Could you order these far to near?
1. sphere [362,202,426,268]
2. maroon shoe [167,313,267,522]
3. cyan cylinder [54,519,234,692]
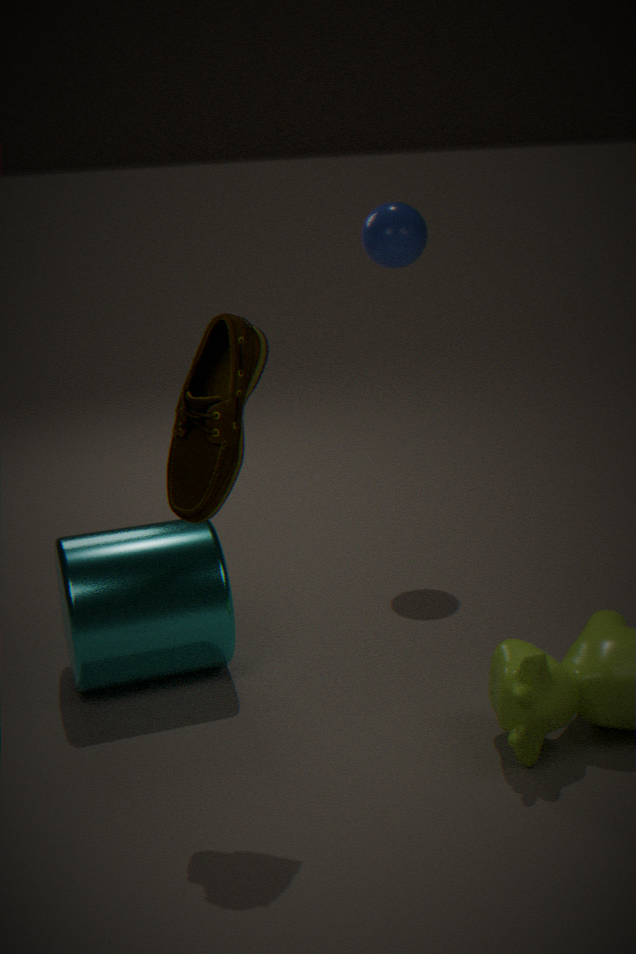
1. sphere [362,202,426,268]
2. cyan cylinder [54,519,234,692]
3. maroon shoe [167,313,267,522]
